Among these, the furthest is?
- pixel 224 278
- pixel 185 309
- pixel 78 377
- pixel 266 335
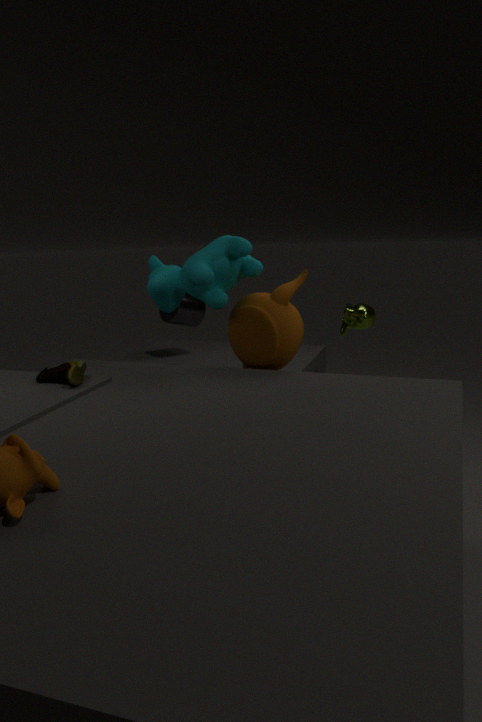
pixel 185 309
